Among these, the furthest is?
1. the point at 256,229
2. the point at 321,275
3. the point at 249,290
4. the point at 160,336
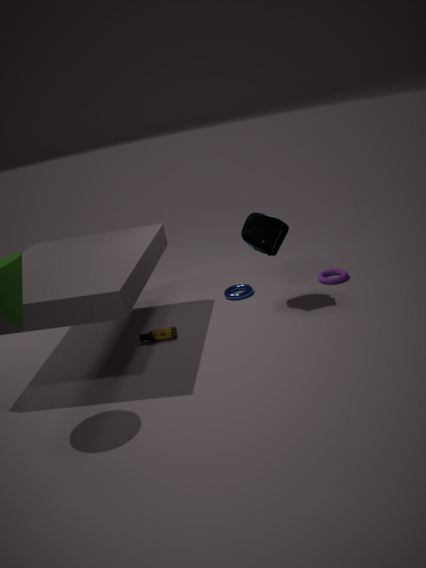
the point at 321,275
